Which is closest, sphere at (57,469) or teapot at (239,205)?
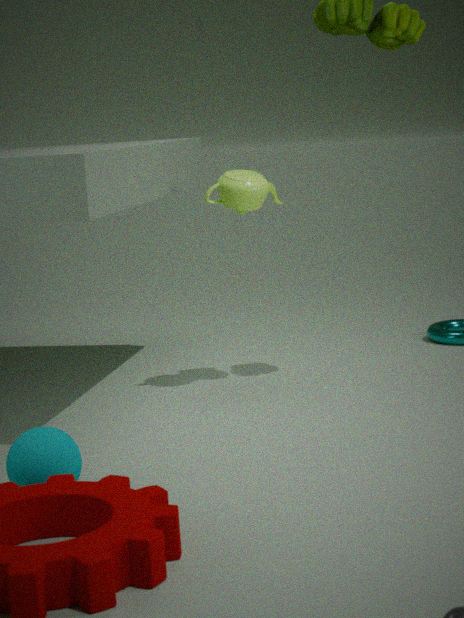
sphere at (57,469)
